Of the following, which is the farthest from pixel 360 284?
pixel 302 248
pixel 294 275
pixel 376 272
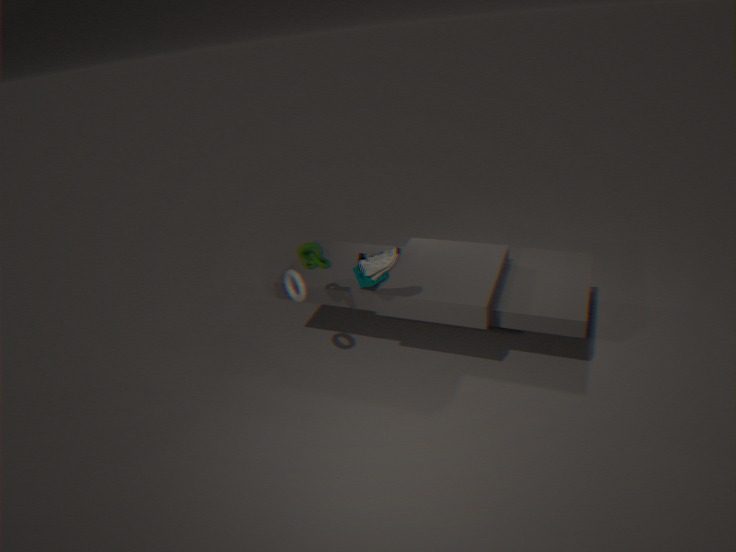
pixel 294 275
